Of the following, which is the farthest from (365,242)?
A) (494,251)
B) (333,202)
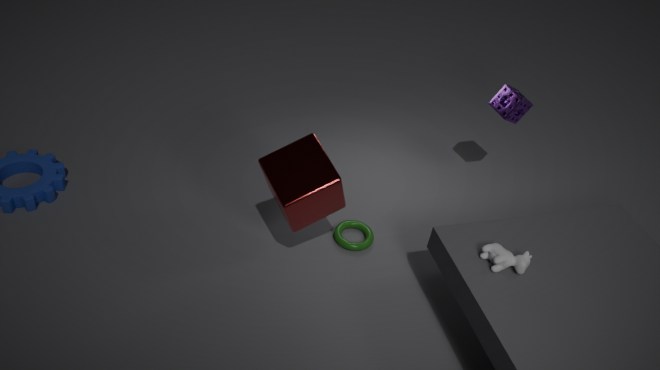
(494,251)
